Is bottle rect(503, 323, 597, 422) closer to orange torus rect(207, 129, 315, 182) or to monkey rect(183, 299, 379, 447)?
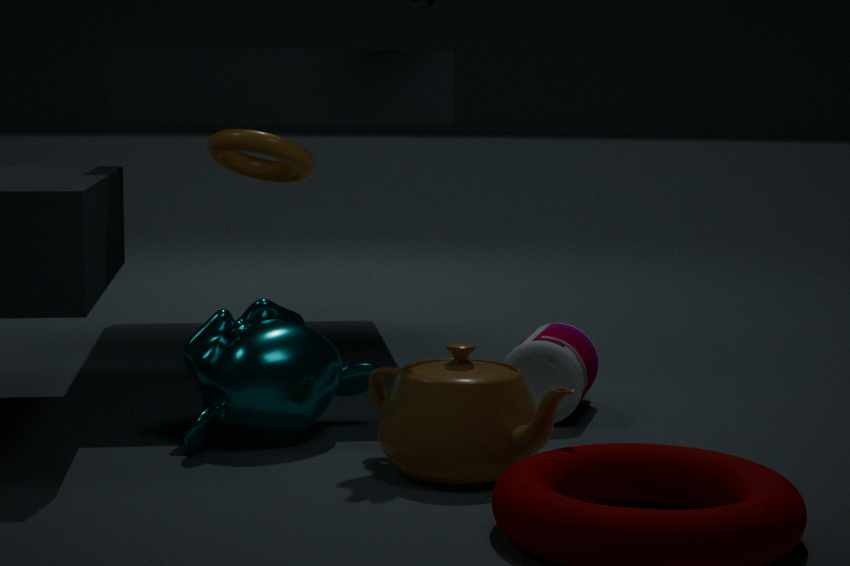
monkey rect(183, 299, 379, 447)
